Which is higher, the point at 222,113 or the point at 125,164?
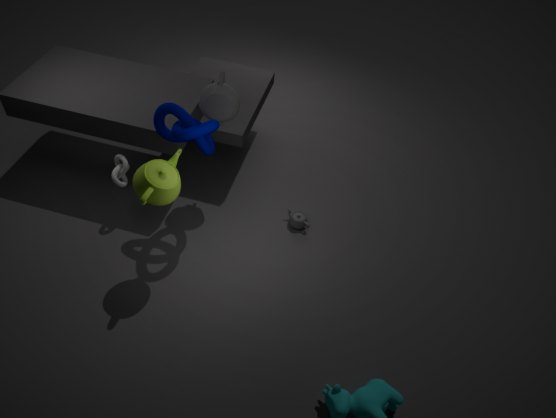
the point at 222,113
